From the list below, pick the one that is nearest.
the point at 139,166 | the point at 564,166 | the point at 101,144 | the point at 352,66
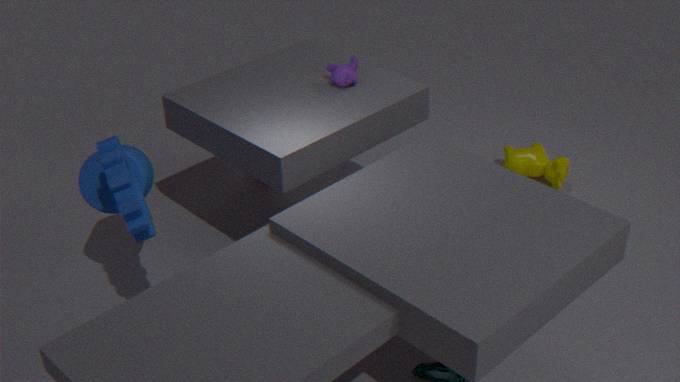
the point at 101,144
